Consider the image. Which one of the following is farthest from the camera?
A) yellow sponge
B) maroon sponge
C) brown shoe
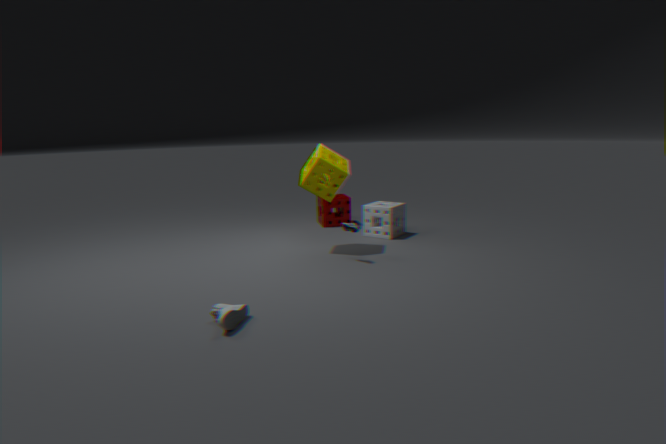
B. maroon sponge
